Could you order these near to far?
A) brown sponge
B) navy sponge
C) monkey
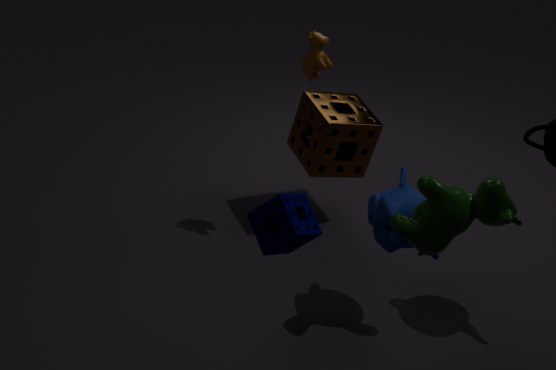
navy sponge
monkey
brown sponge
